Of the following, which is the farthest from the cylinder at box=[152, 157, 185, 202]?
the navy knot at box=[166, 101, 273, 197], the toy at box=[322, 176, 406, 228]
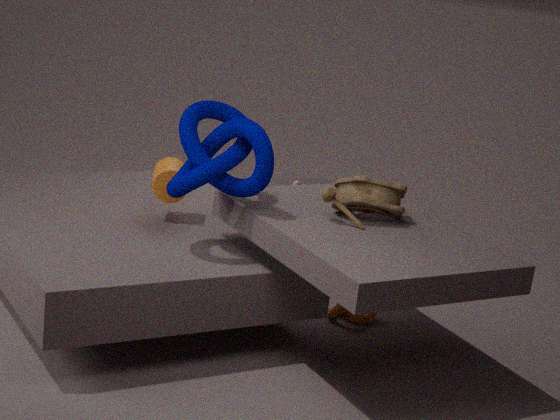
the toy at box=[322, 176, 406, 228]
